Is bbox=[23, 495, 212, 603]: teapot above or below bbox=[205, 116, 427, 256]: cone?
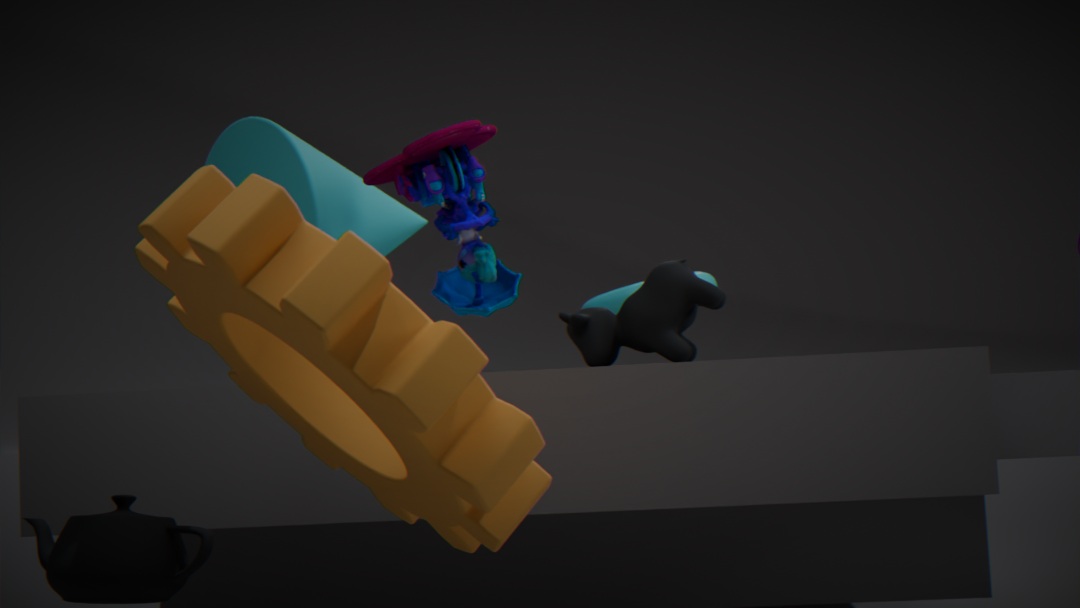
below
